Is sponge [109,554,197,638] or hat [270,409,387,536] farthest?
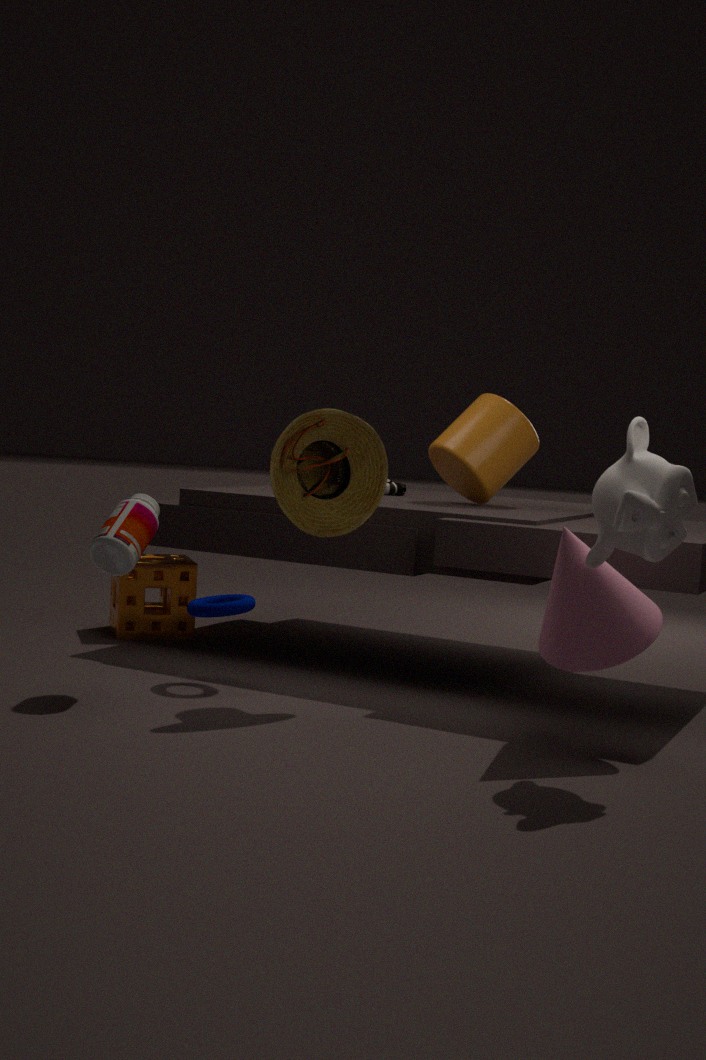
sponge [109,554,197,638]
